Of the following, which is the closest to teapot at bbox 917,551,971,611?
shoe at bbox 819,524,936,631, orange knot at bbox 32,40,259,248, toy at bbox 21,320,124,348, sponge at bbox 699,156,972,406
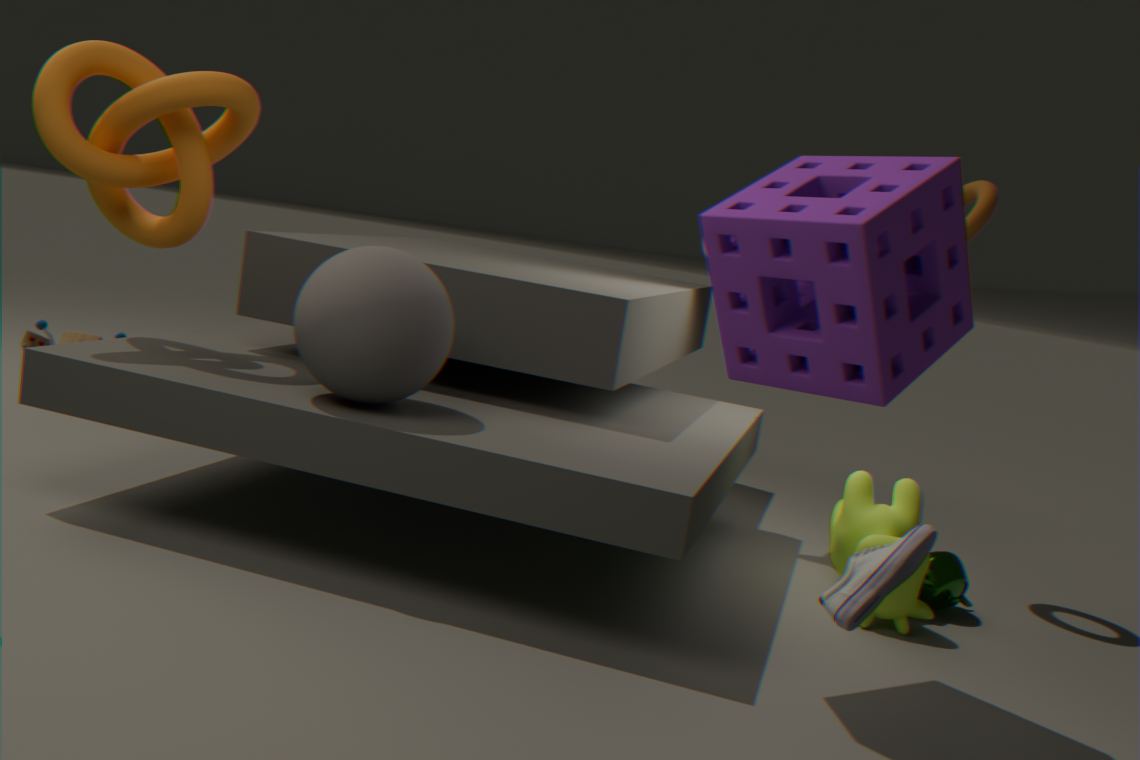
sponge at bbox 699,156,972,406
